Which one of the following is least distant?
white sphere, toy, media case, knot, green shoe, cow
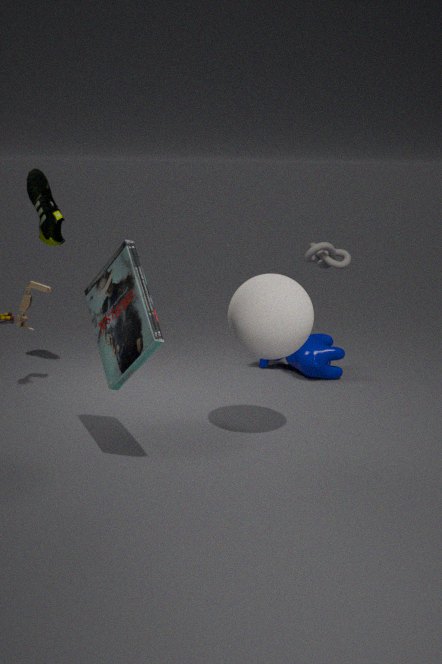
media case
